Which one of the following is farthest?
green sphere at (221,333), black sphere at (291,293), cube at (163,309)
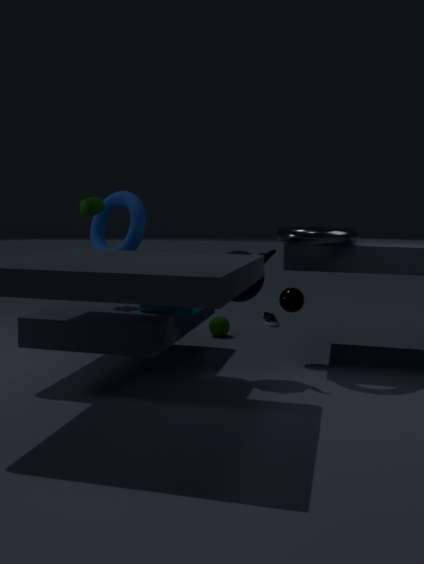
green sphere at (221,333)
